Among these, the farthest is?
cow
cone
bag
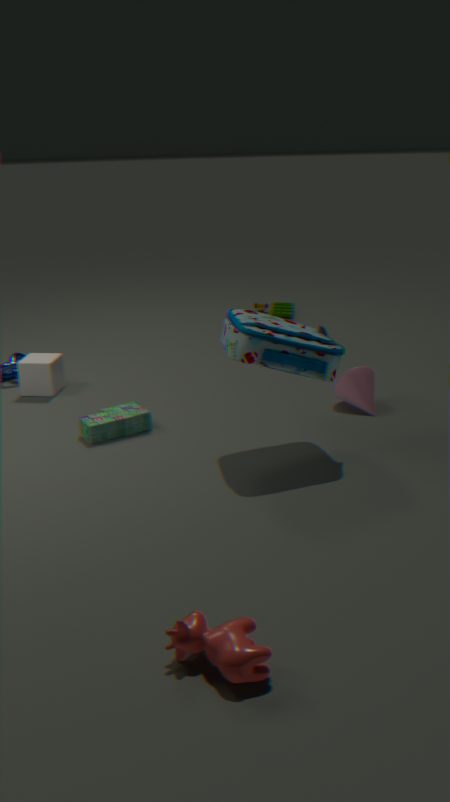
cone
